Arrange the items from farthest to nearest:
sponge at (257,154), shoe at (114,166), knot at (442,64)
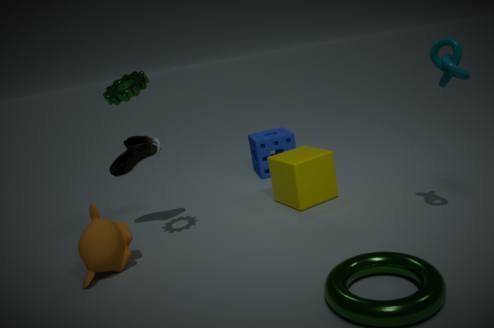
sponge at (257,154) → shoe at (114,166) → knot at (442,64)
